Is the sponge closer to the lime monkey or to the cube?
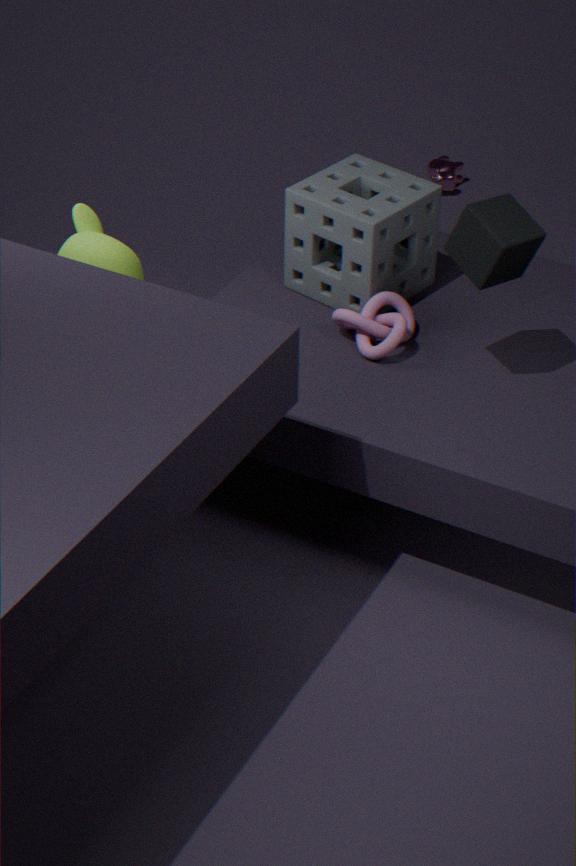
the cube
